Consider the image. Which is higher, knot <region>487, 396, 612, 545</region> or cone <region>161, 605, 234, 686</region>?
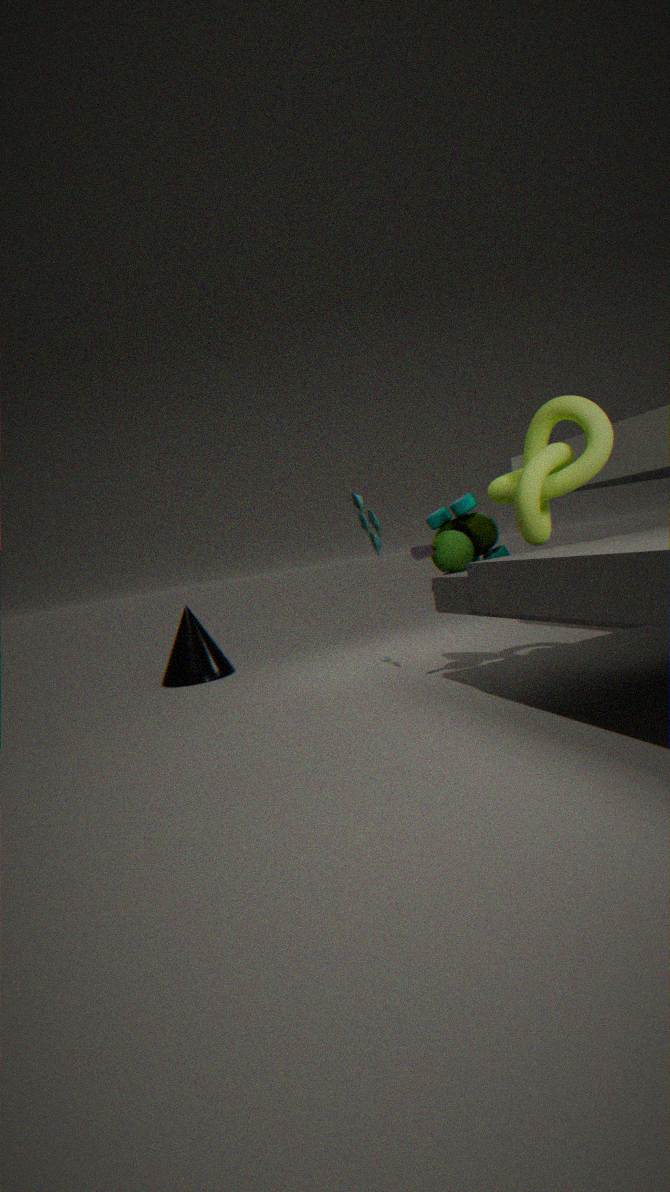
knot <region>487, 396, 612, 545</region>
